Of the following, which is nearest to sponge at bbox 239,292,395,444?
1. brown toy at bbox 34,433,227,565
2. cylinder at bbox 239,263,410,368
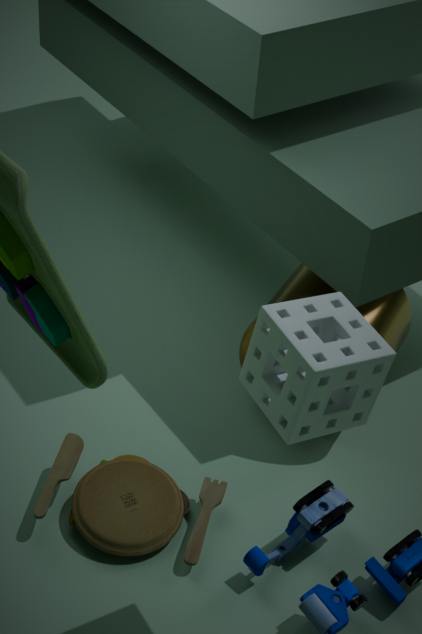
cylinder at bbox 239,263,410,368
